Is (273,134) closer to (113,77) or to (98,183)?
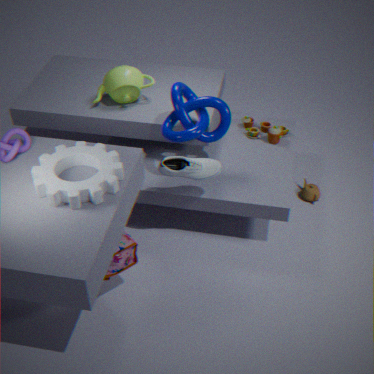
(113,77)
